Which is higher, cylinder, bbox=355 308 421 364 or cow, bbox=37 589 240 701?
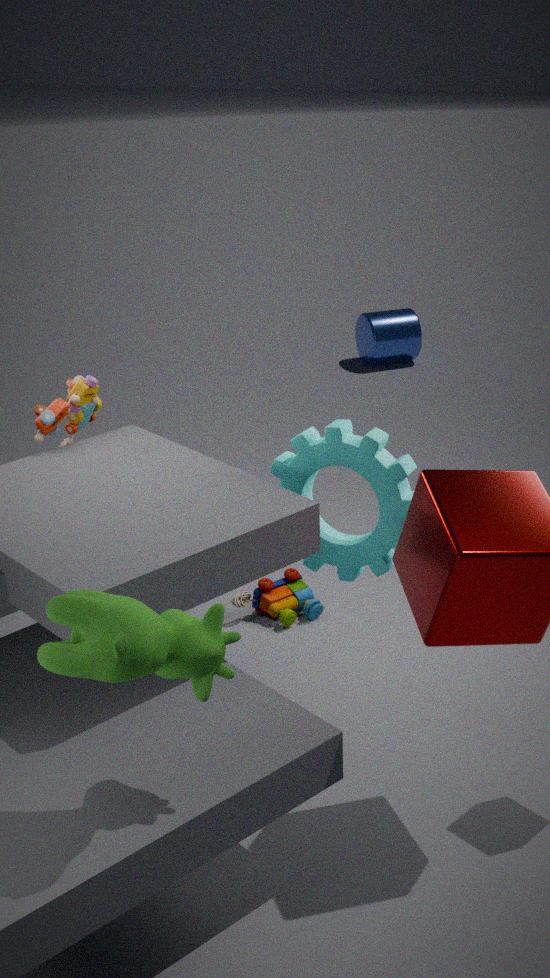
cow, bbox=37 589 240 701
